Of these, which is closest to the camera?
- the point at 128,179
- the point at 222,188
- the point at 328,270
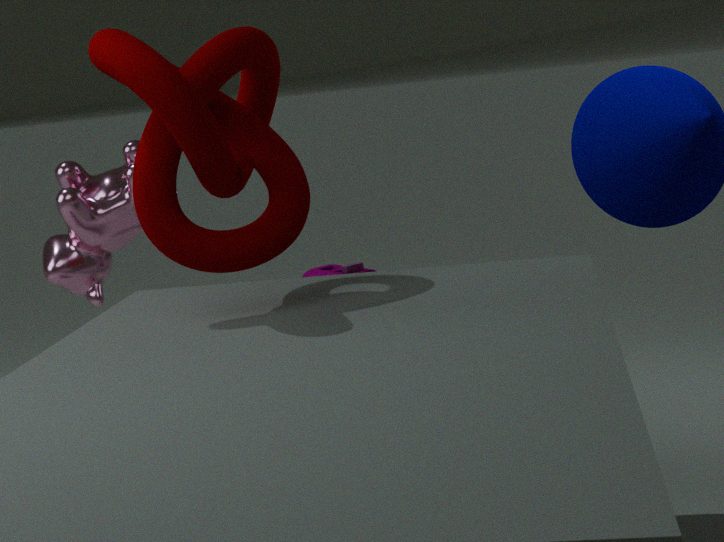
the point at 222,188
